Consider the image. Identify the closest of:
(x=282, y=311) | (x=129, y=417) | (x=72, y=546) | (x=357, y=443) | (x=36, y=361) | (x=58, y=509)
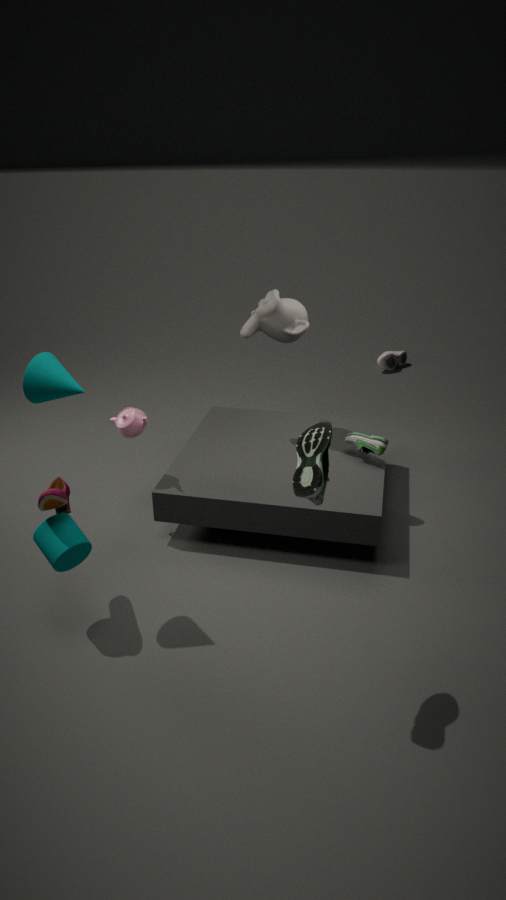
(x=36, y=361)
